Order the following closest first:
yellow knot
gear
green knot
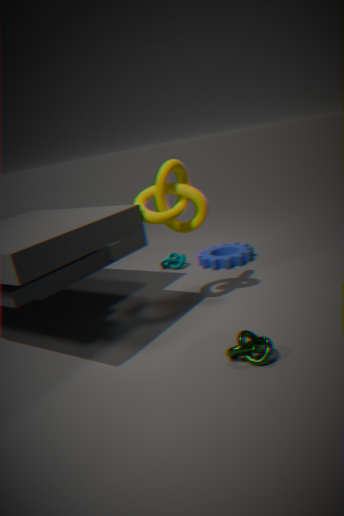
1. green knot
2. yellow knot
3. gear
